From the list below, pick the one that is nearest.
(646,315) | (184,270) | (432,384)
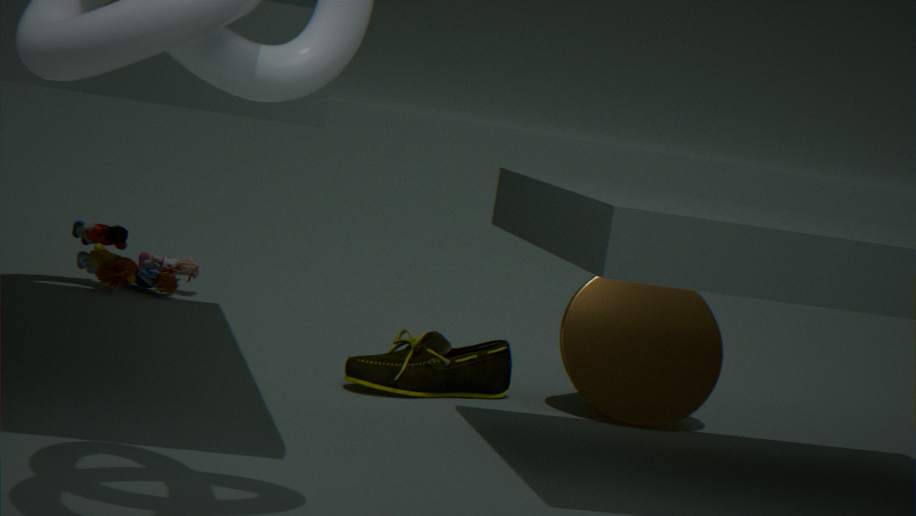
(432,384)
